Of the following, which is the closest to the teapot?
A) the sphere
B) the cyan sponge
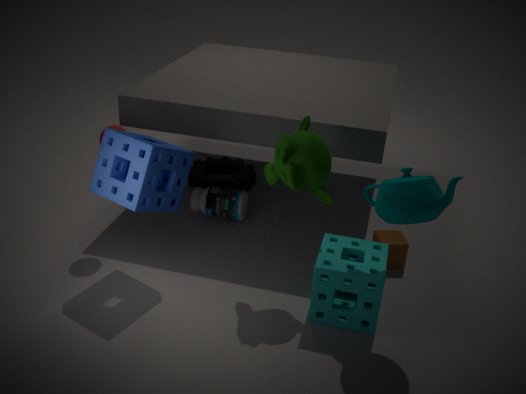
the cyan sponge
